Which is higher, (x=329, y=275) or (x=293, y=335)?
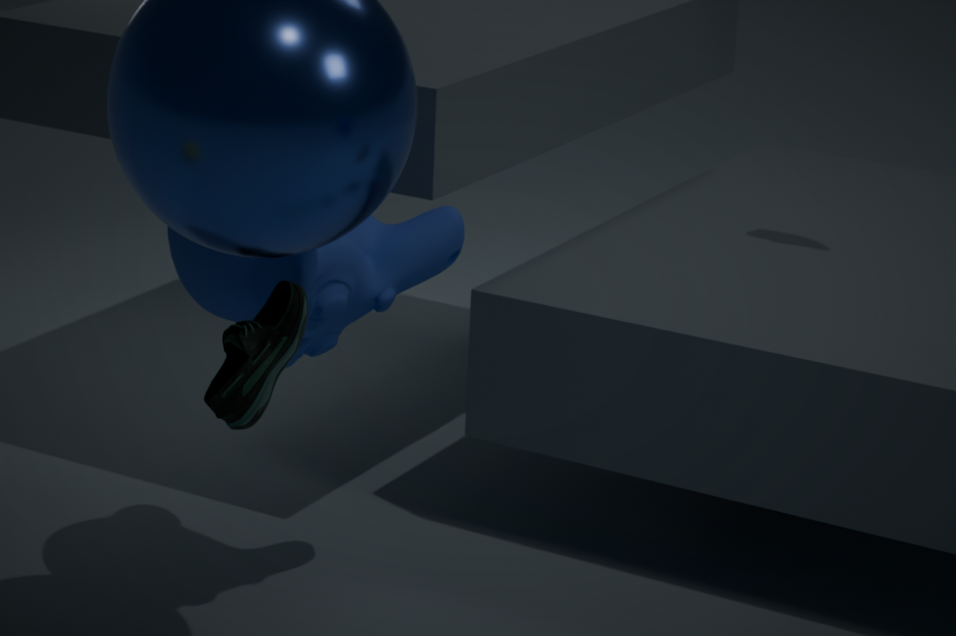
(x=329, y=275)
